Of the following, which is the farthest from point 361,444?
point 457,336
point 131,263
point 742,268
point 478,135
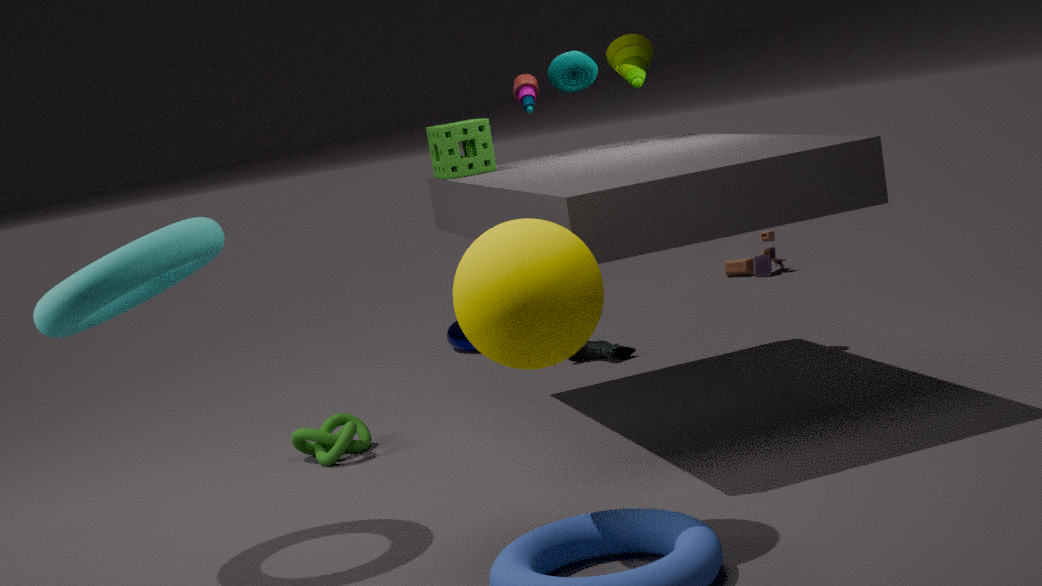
point 742,268
